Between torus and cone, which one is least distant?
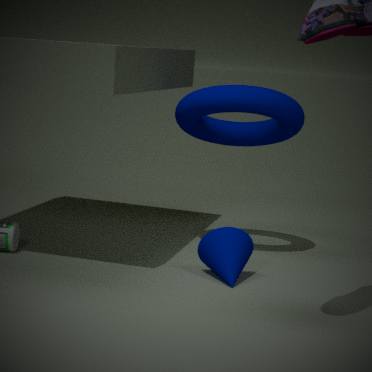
cone
